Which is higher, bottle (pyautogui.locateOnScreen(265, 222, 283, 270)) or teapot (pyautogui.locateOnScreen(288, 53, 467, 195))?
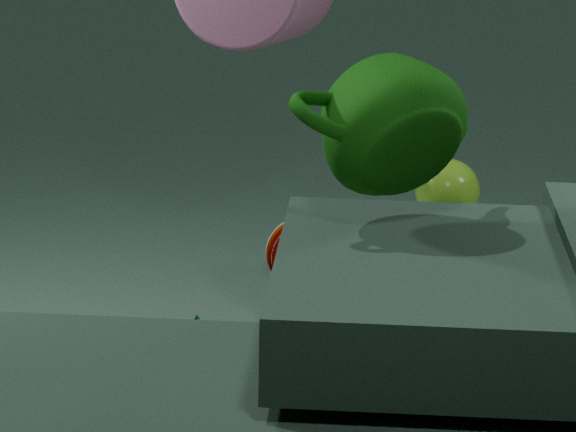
teapot (pyautogui.locateOnScreen(288, 53, 467, 195))
